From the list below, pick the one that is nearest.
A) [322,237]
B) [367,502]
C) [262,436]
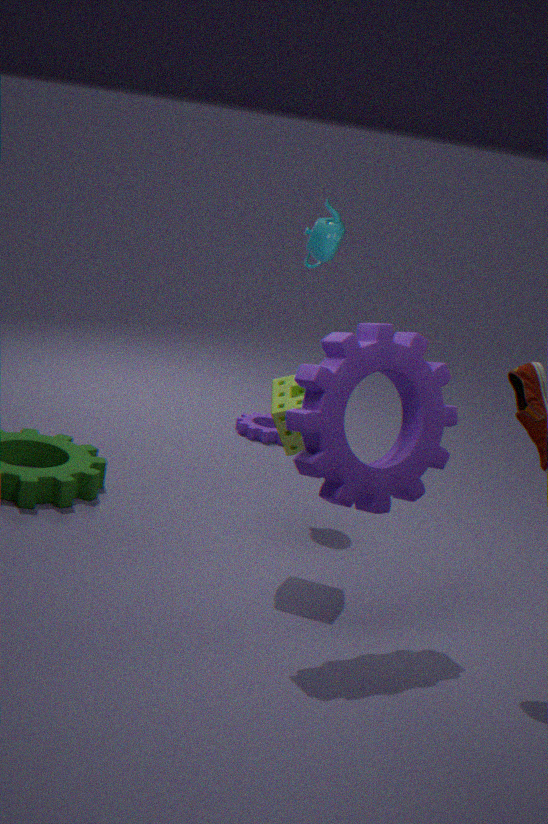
[367,502]
